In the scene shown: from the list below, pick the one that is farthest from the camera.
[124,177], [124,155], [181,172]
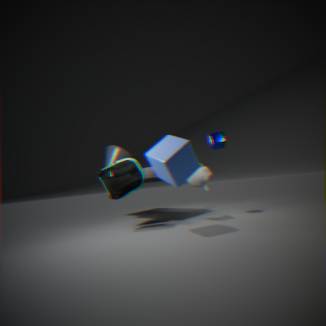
[124,155]
